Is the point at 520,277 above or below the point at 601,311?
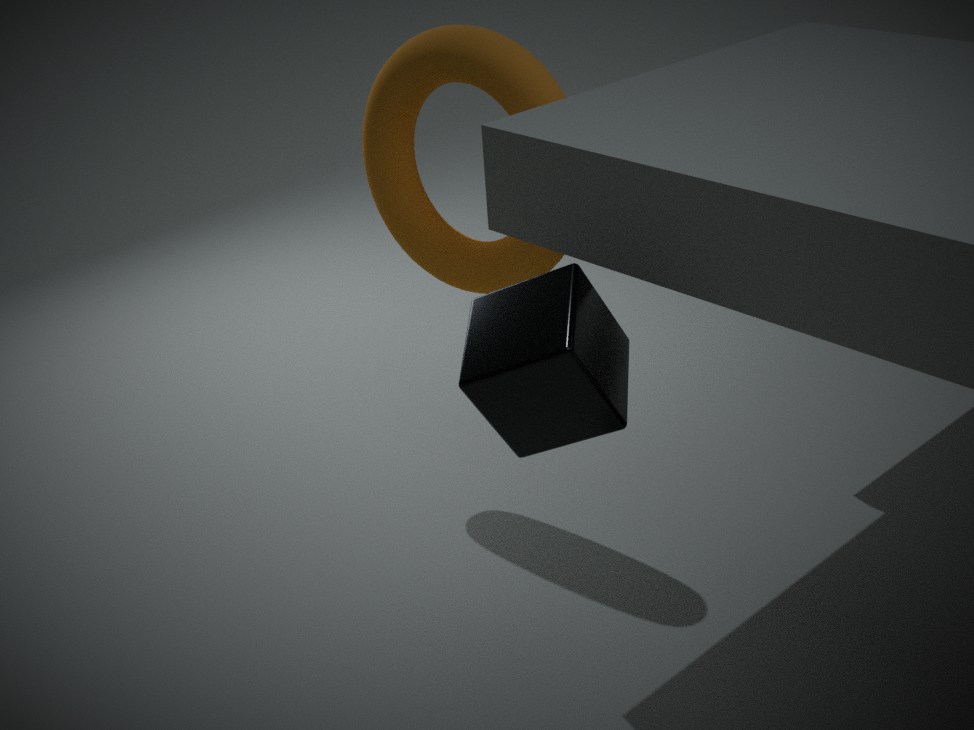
above
